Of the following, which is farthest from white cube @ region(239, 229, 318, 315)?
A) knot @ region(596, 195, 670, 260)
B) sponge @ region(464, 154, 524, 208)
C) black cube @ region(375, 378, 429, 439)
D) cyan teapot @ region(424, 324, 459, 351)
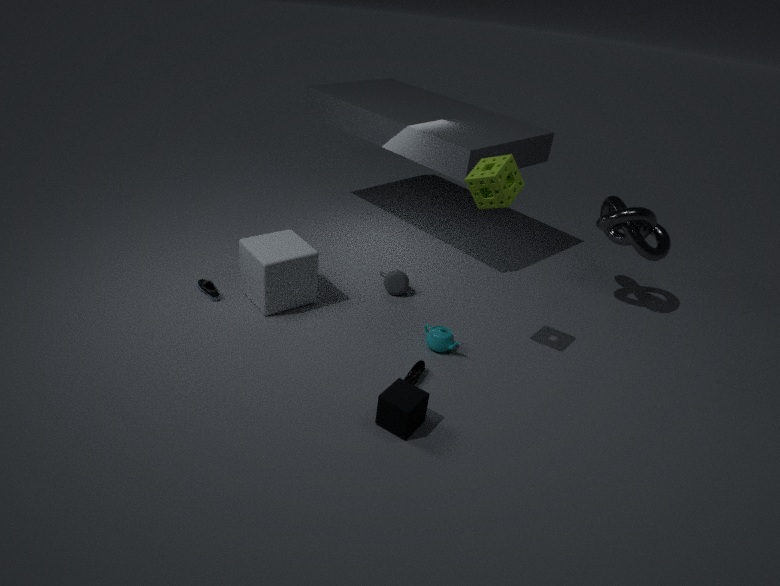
knot @ region(596, 195, 670, 260)
